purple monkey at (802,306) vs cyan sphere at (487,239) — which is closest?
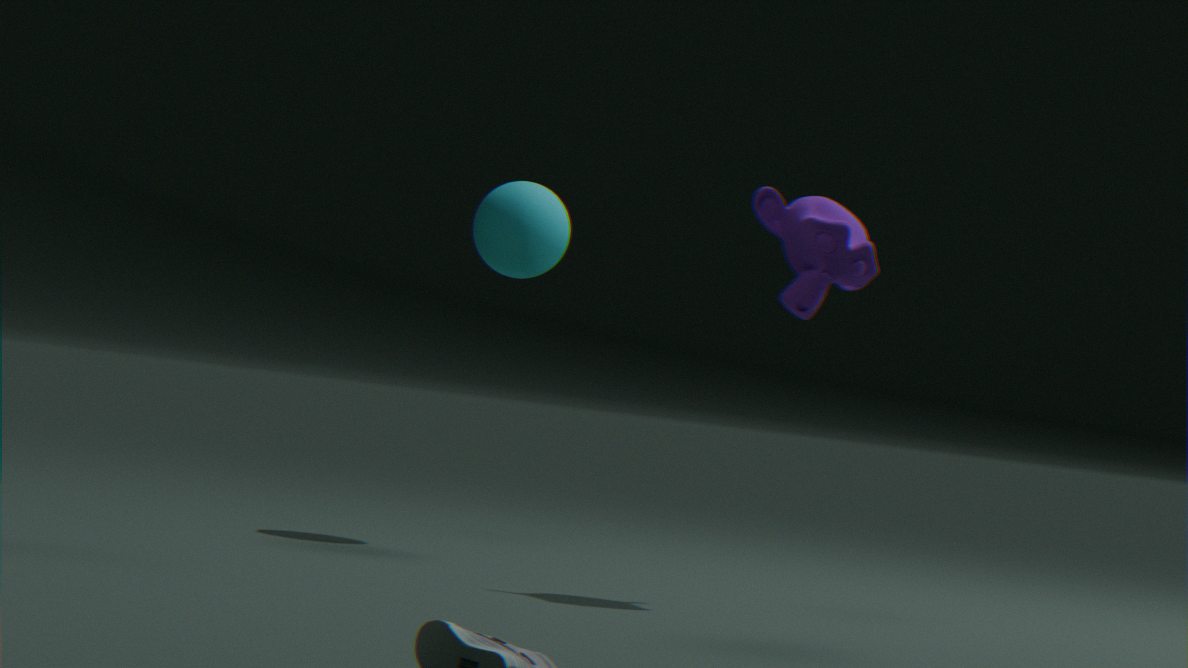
purple monkey at (802,306)
